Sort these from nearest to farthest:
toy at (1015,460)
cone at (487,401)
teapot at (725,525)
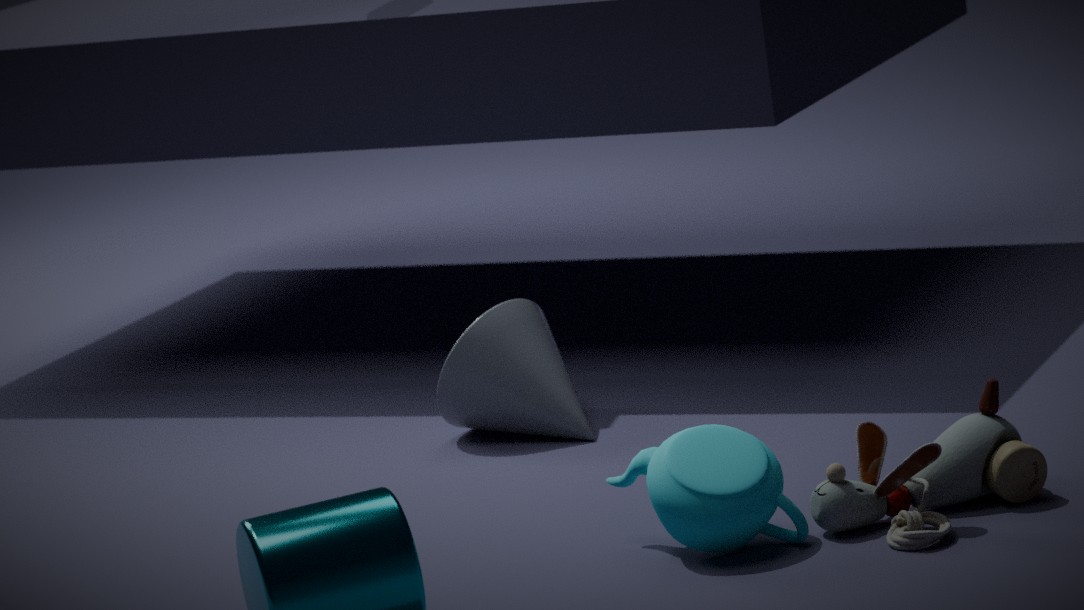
teapot at (725,525), toy at (1015,460), cone at (487,401)
